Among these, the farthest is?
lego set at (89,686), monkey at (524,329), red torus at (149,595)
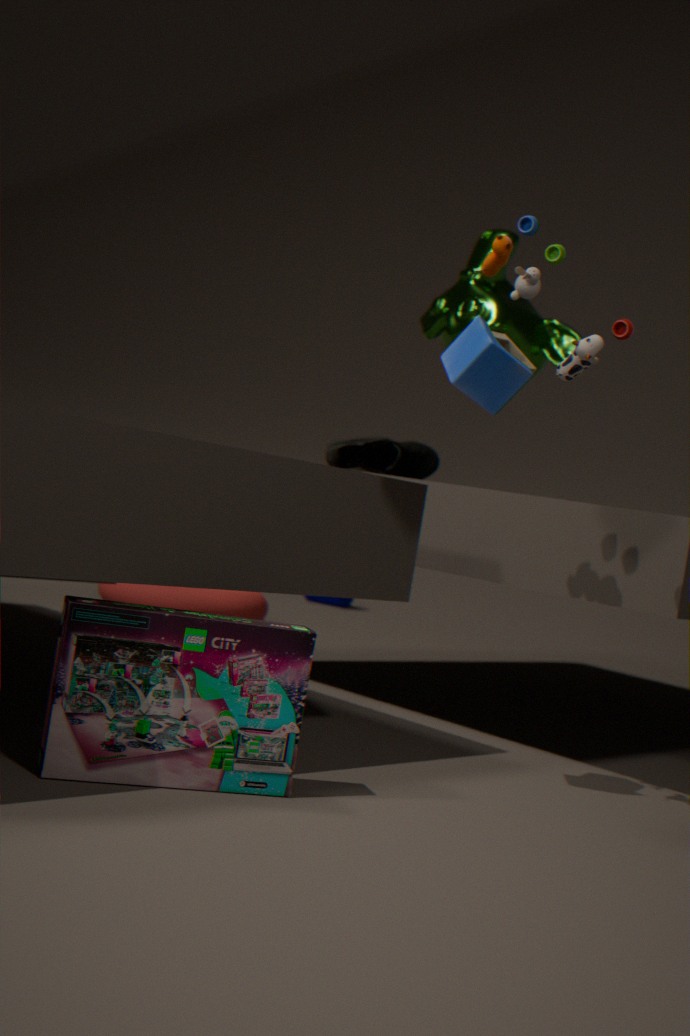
red torus at (149,595)
